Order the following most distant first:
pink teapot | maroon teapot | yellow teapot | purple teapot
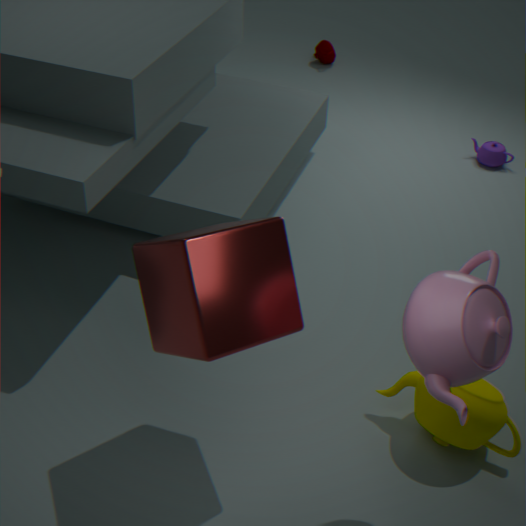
1. maroon teapot
2. purple teapot
3. yellow teapot
4. pink teapot
